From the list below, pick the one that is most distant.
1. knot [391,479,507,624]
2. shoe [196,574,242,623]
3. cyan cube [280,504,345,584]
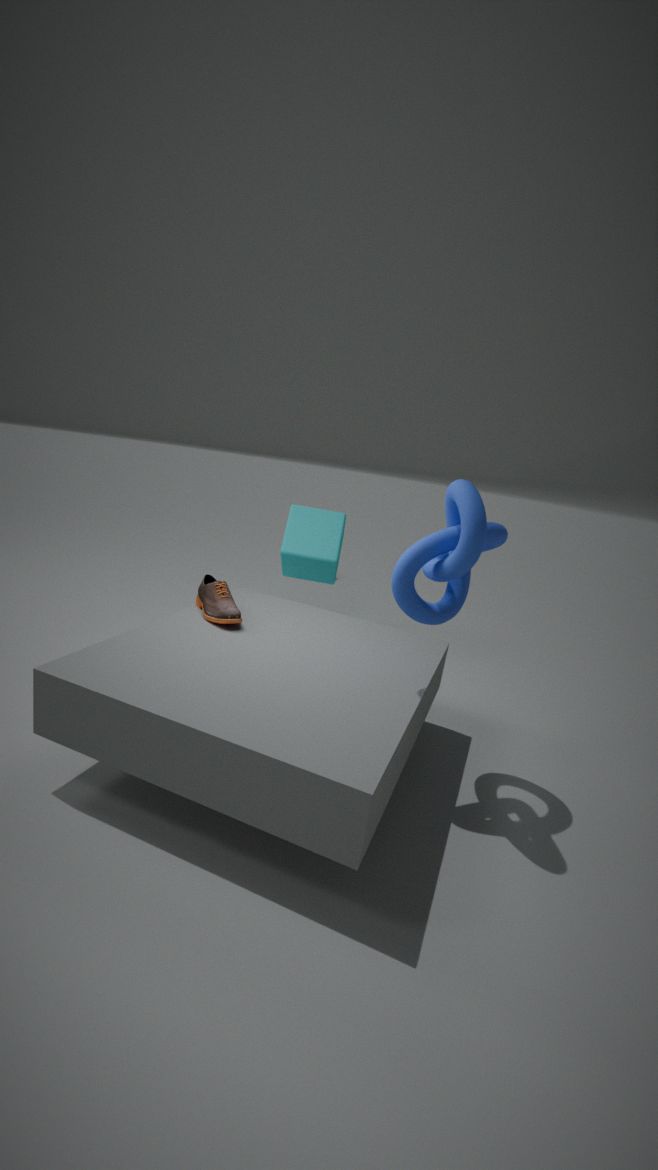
cyan cube [280,504,345,584]
